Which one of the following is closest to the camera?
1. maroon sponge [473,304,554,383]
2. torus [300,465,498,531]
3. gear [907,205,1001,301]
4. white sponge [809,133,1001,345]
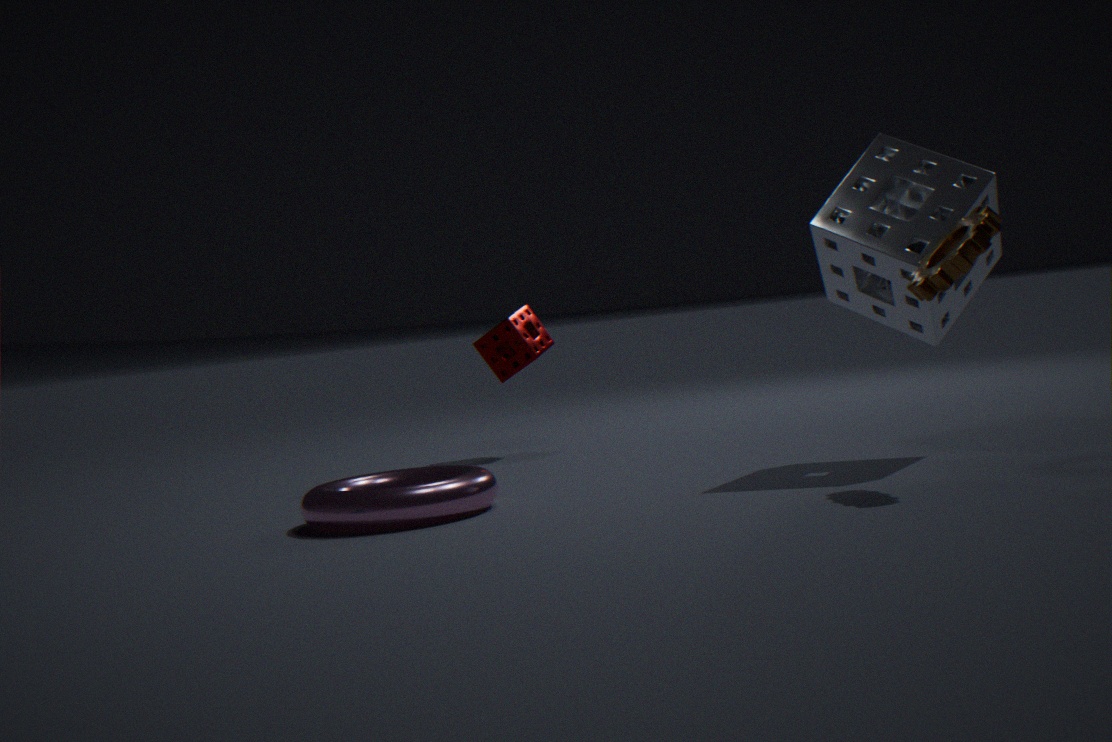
gear [907,205,1001,301]
